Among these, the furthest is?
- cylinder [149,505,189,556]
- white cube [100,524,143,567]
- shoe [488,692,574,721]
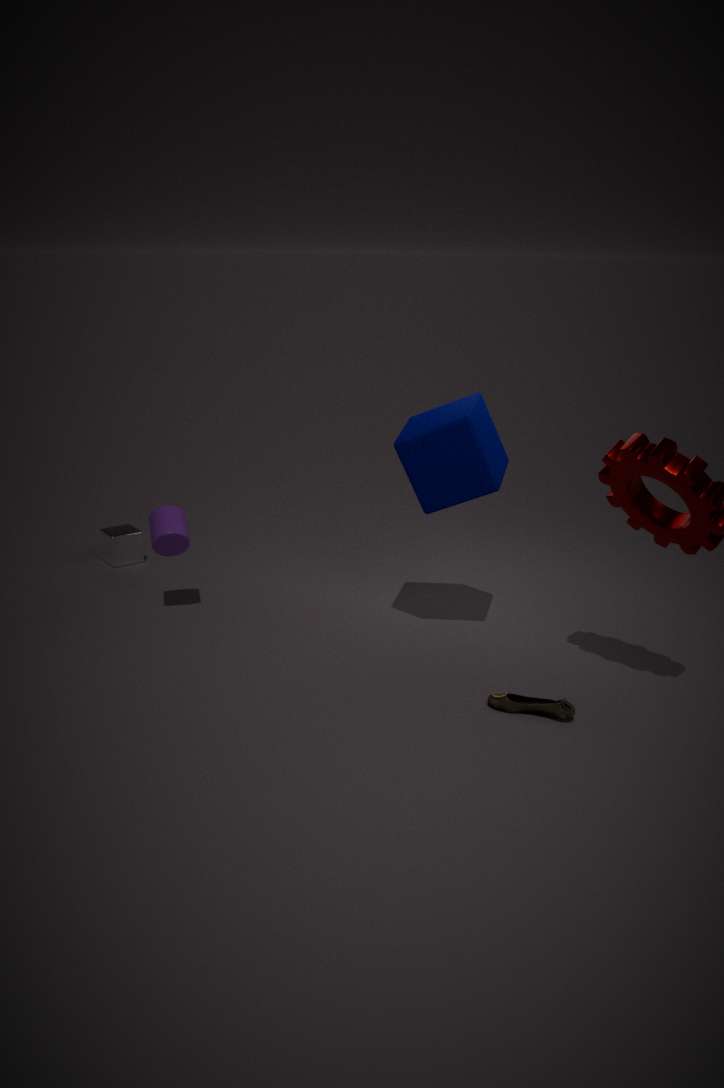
white cube [100,524,143,567]
